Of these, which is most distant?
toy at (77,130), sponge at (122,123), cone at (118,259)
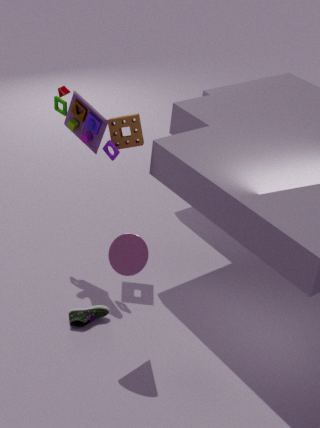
Result: sponge at (122,123)
